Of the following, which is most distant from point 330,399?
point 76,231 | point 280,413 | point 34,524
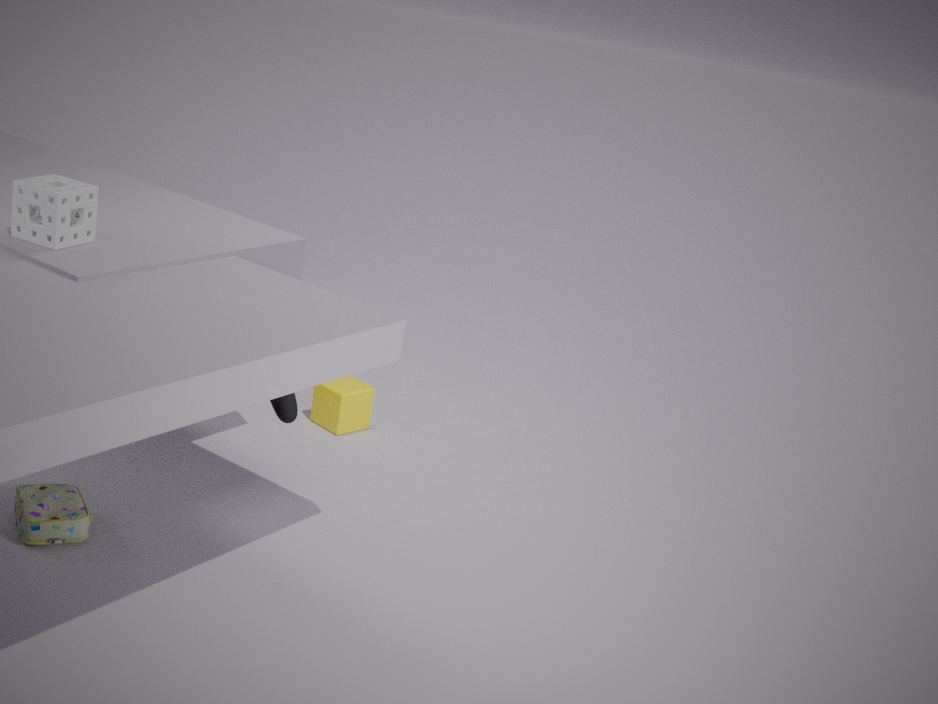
point 76,231
